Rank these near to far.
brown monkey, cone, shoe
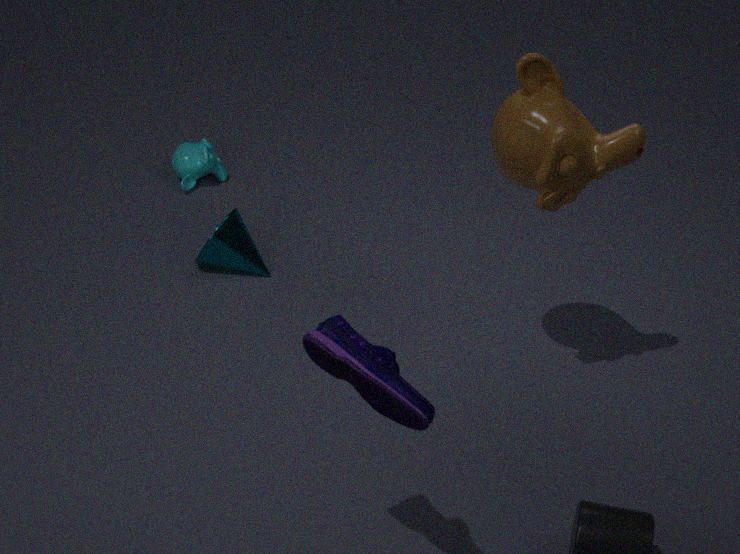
1. shoe
2. brown monkey
3. cone
